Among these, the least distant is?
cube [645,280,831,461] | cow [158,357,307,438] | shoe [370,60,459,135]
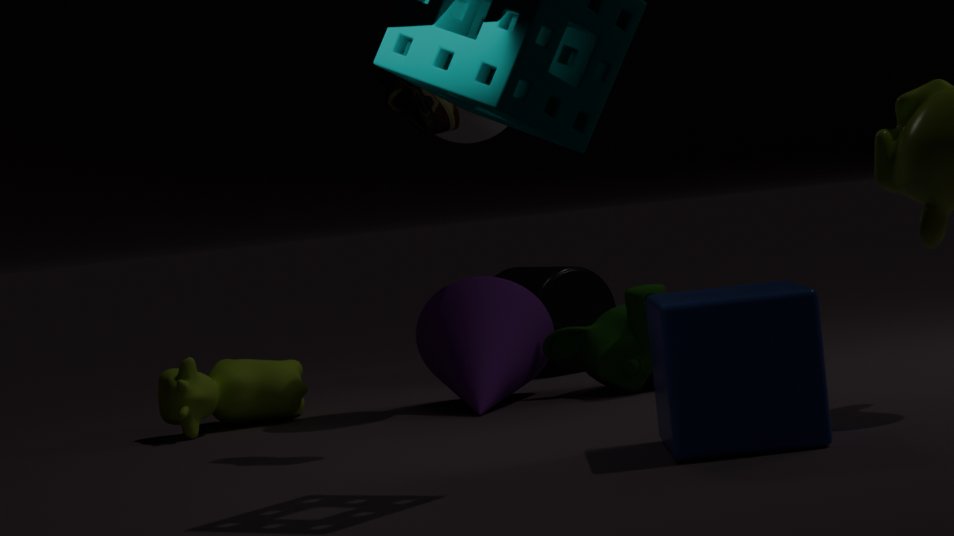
cube [645,280,831,461]
